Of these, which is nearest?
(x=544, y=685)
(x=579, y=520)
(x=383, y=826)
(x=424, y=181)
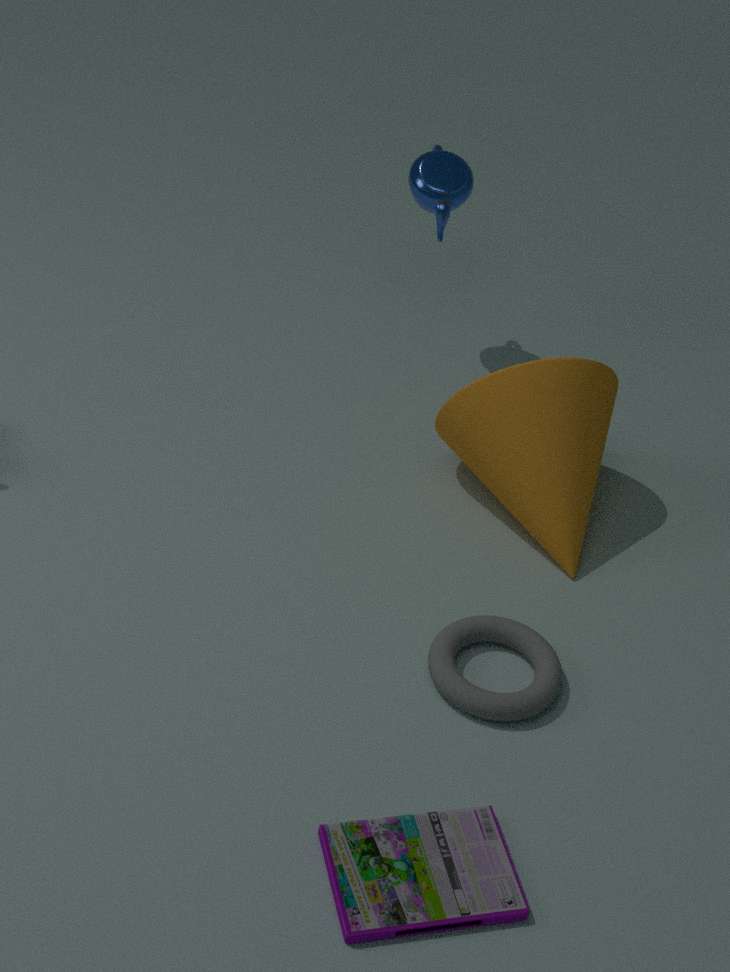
(x=383, y=826)
